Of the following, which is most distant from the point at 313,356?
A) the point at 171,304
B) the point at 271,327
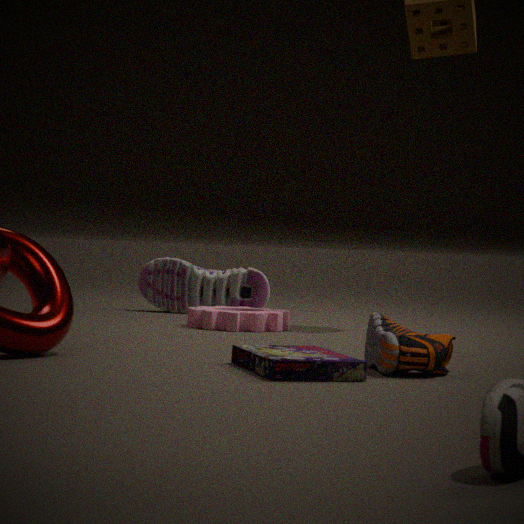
the point at 171,304
